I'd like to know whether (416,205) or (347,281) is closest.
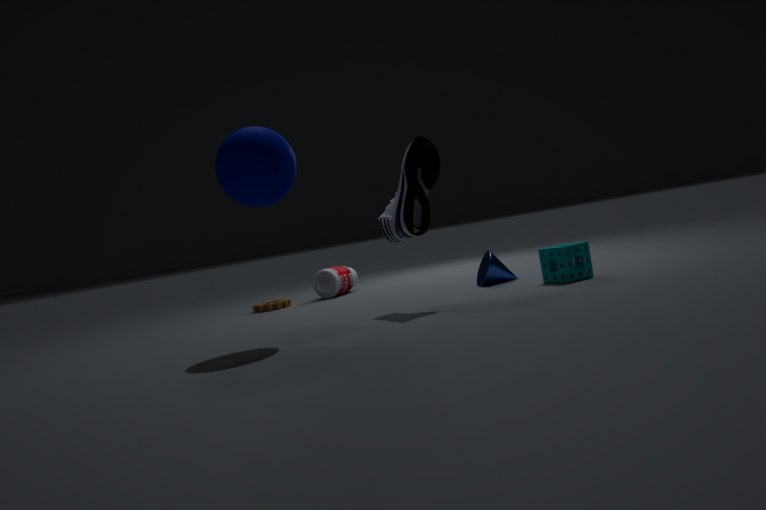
(416,205)
